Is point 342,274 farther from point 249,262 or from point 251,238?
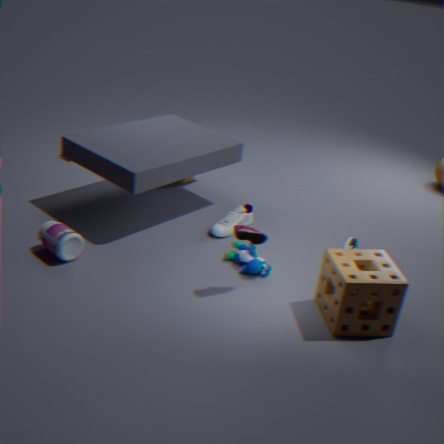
point 249,262
